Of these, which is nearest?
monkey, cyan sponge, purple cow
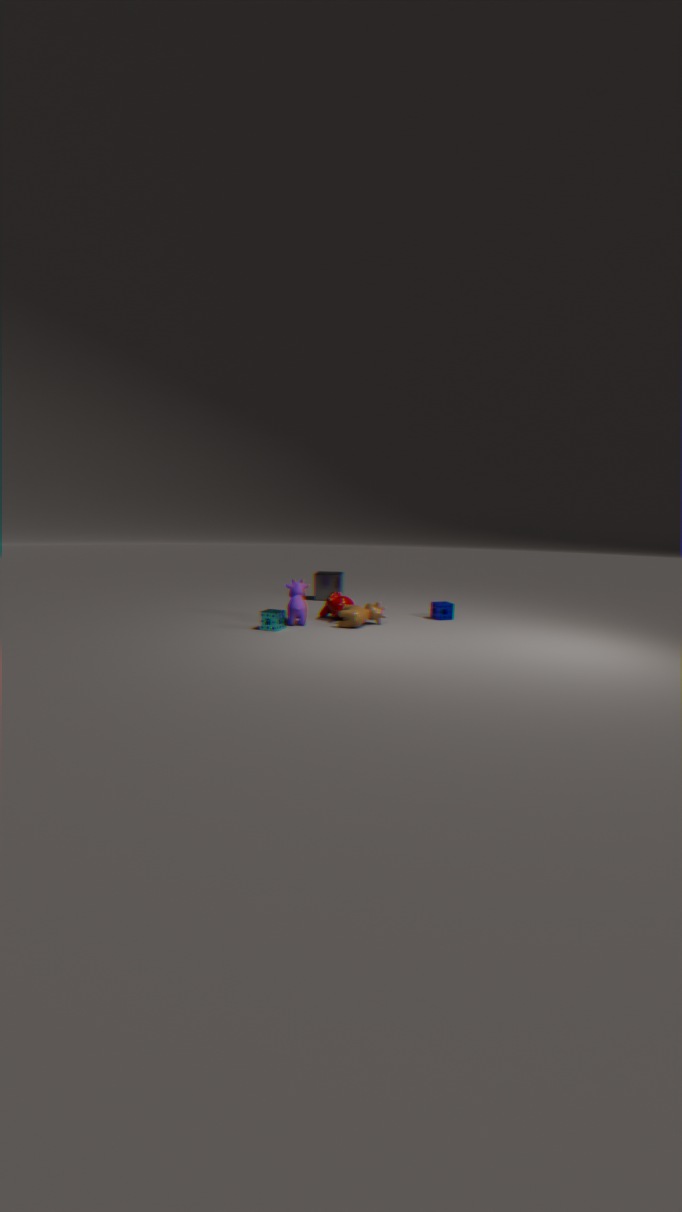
cyan sponge
